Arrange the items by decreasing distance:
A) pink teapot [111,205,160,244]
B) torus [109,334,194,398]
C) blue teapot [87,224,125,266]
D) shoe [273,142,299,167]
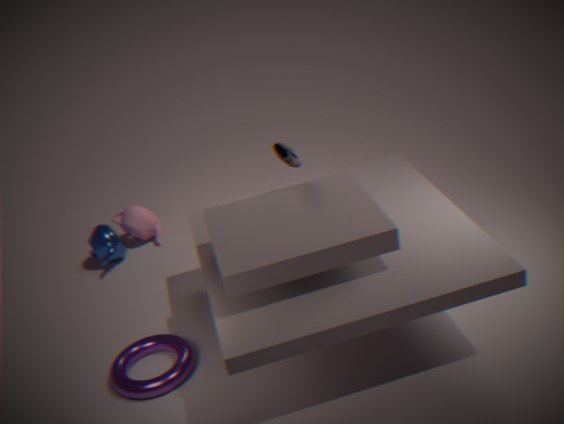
A. pink teapot [111,205,160,244] → C. blue teapot [87,224,125,266] → D. shoe [273,142,299,167] → B. torus [109,334,194,398]
